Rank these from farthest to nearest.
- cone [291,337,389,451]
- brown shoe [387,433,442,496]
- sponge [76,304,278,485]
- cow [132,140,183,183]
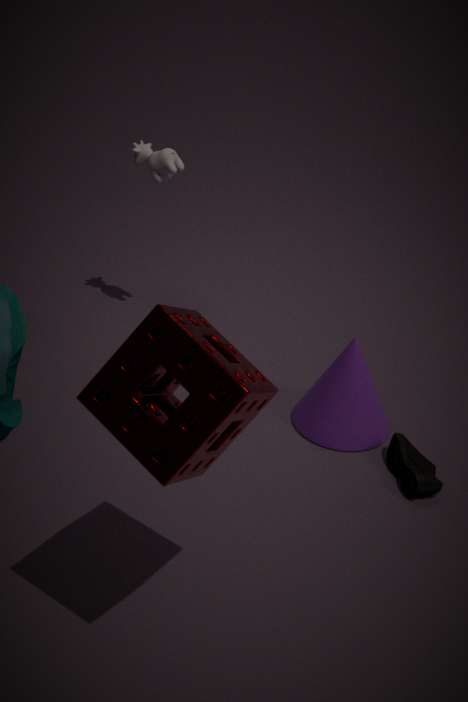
1. cow [132,140,183,183]
2. cone [291,337,389,451]
3. brown shoe [387,433,442,496]
4. sponge [76,304,278,485]
